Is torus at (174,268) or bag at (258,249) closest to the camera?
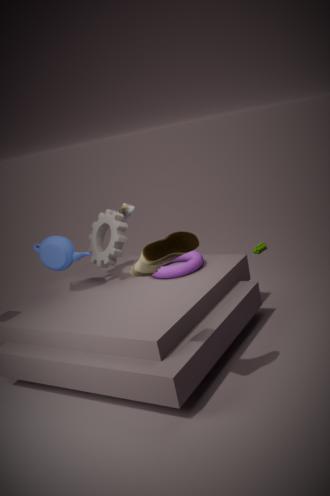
torus at (174,268)
